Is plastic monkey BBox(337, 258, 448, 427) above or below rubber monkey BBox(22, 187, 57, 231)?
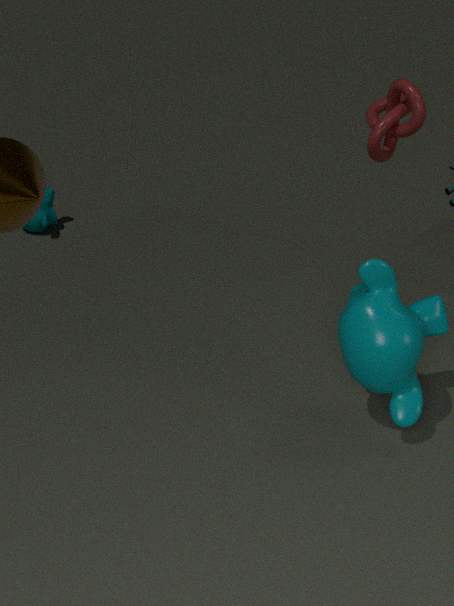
above
